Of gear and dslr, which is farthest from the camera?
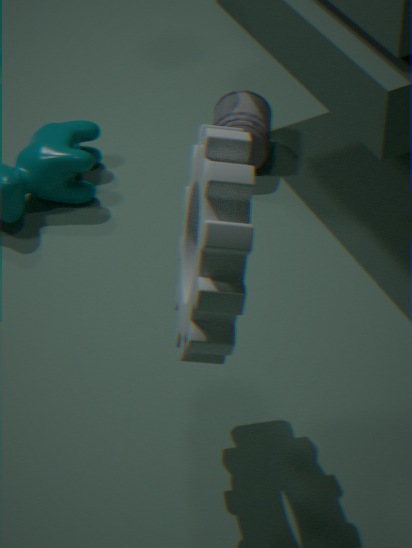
dslr
